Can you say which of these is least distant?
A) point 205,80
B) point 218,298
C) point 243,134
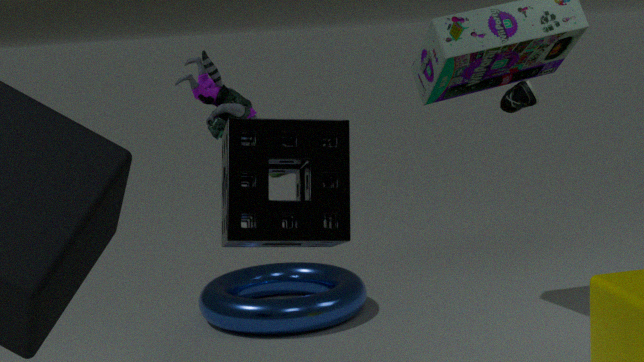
point 243,134
